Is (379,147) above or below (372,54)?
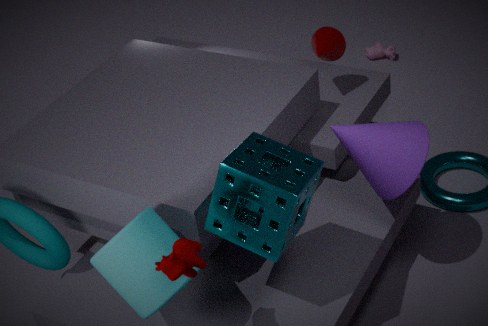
above
